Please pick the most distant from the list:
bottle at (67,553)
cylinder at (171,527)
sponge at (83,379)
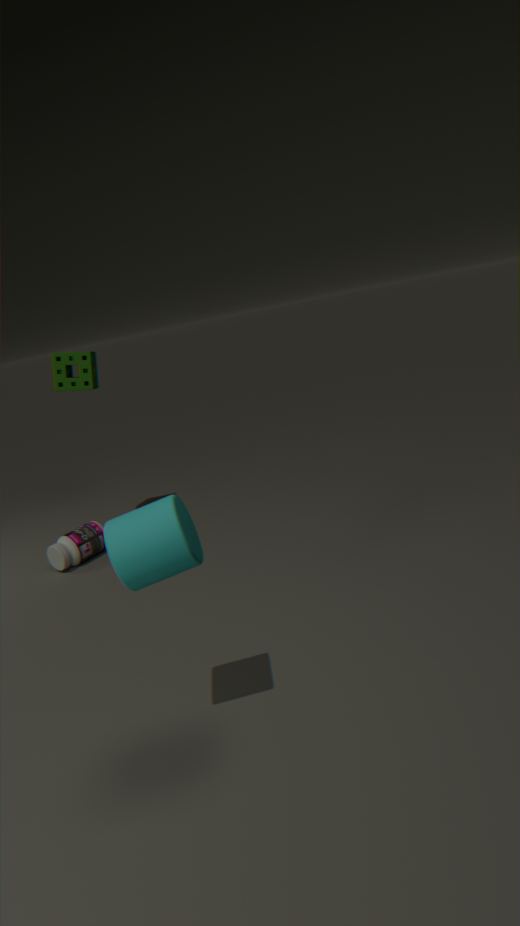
sponge at (83,379)
